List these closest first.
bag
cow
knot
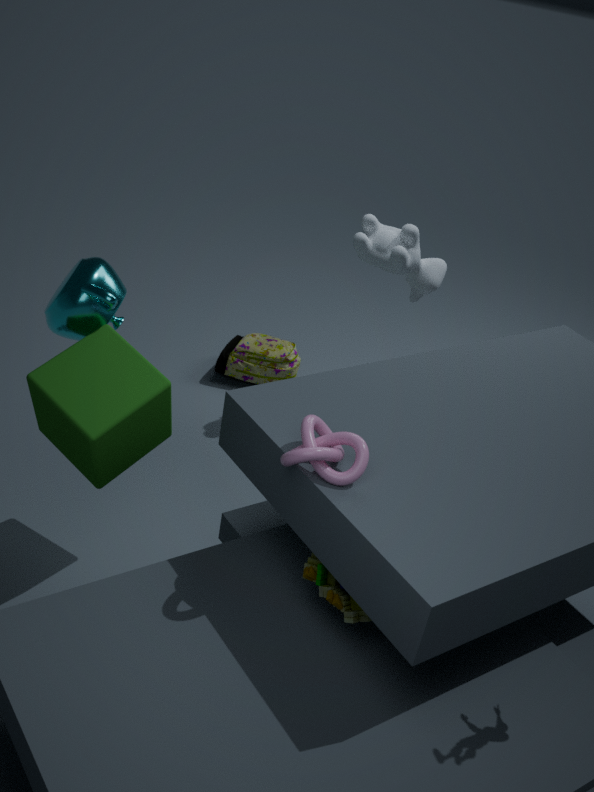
knot
cow
bag
